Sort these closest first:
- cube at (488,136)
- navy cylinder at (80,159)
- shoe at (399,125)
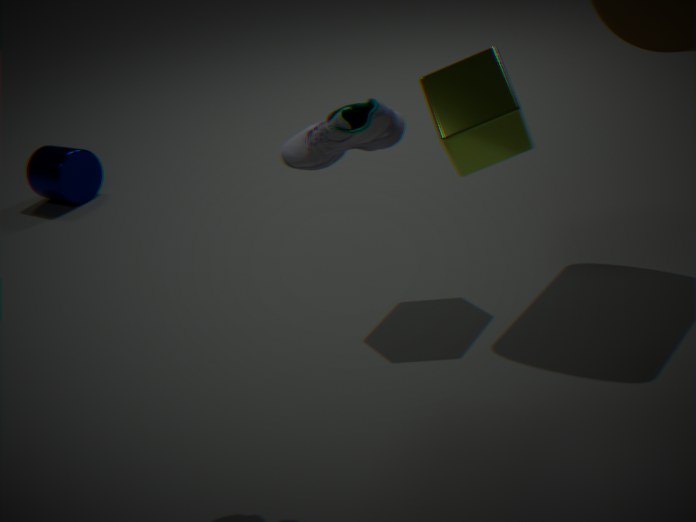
shoe at (399,125)
cube at (488,136)
navy cylinder at (80,159)
